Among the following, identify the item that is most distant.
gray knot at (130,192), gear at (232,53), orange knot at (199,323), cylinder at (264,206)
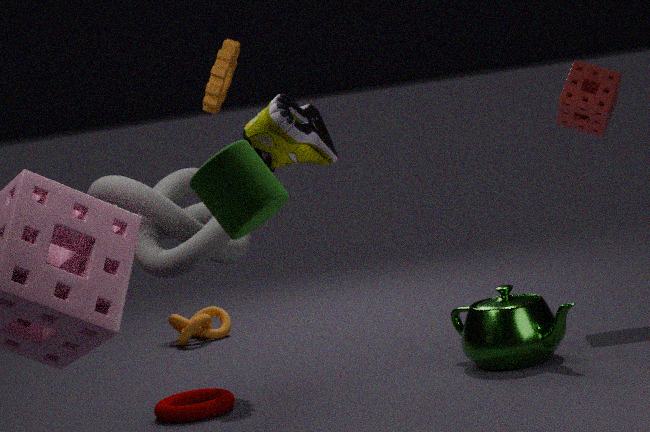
orange knot at (199,323)
